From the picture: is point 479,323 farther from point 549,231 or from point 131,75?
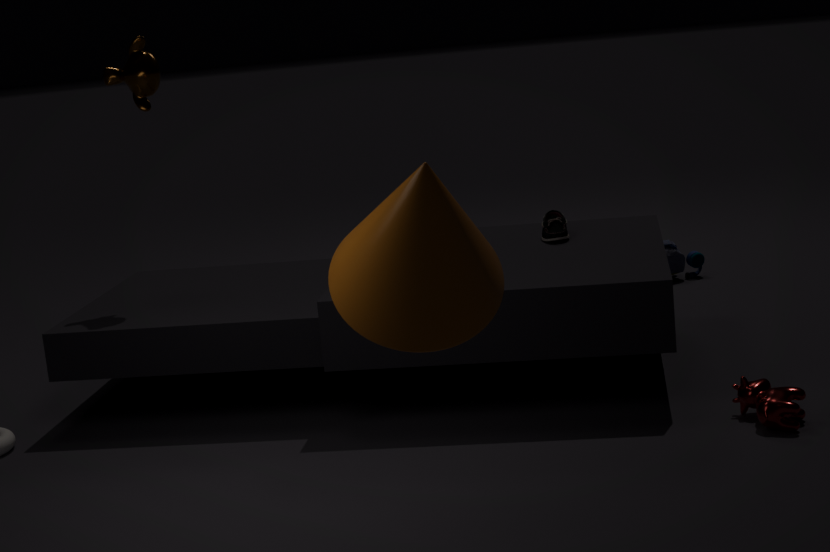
point 131,75
